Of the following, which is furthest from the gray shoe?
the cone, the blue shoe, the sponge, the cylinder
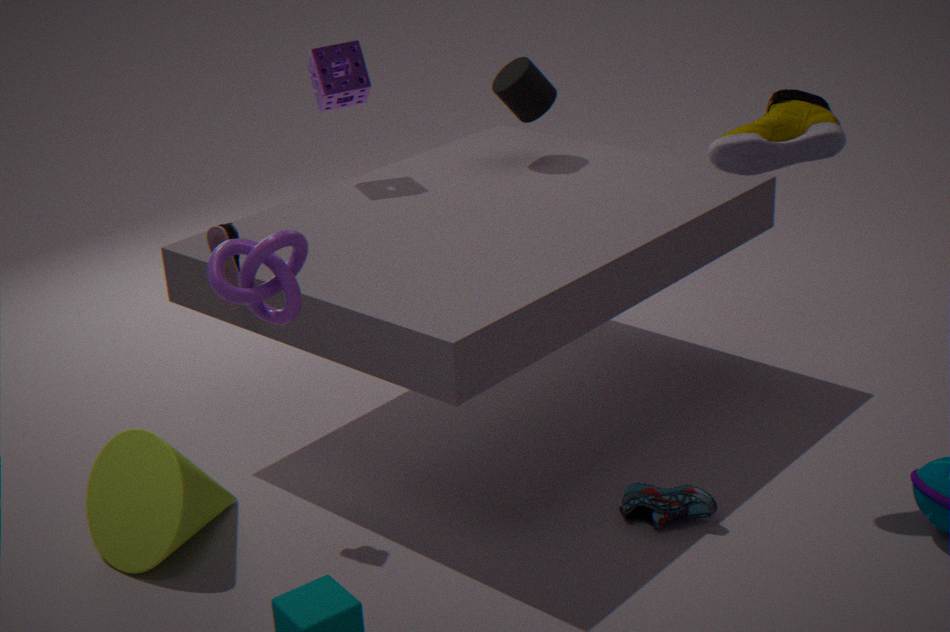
the cone
